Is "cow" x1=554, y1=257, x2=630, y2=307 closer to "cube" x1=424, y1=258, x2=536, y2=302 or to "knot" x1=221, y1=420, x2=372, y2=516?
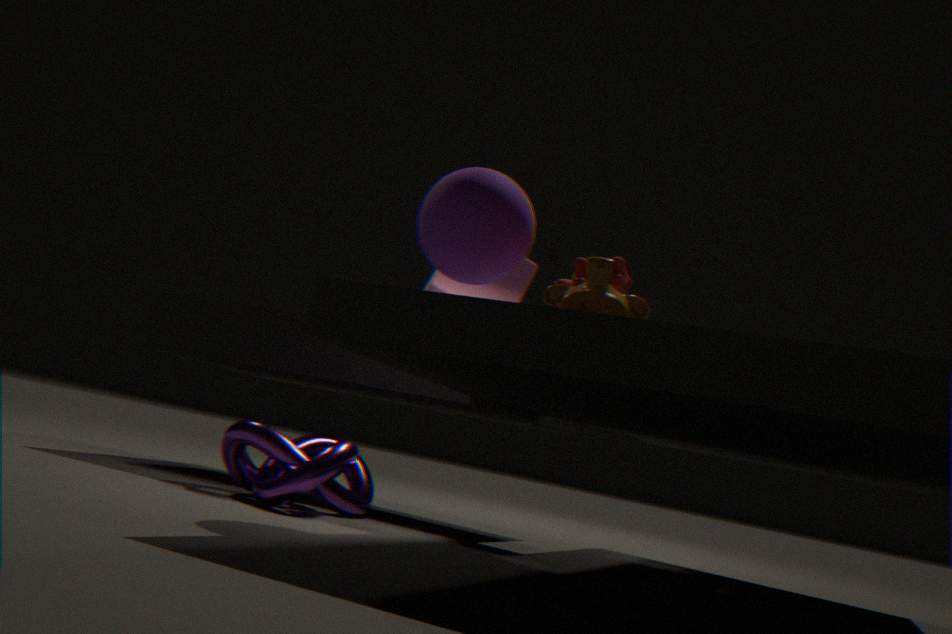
"knot" x1=221, y1=420, x2=372, y2=516
